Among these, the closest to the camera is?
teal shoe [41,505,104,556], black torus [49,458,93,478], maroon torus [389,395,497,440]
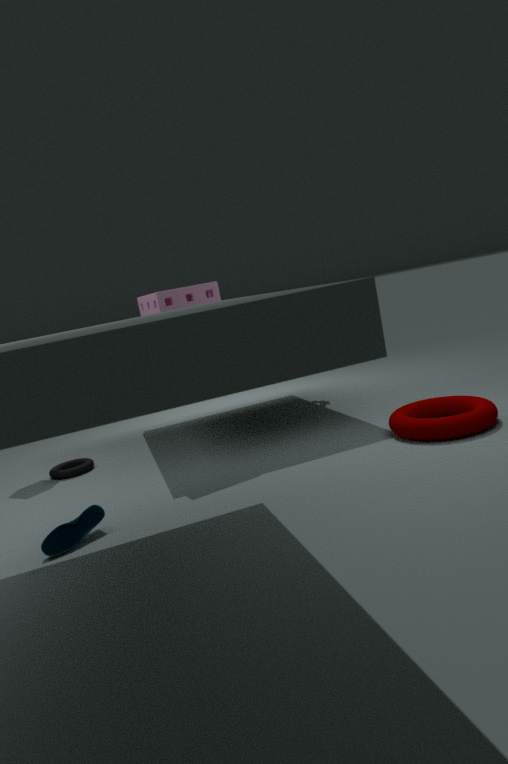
teal shoe [41,505,104,556]
